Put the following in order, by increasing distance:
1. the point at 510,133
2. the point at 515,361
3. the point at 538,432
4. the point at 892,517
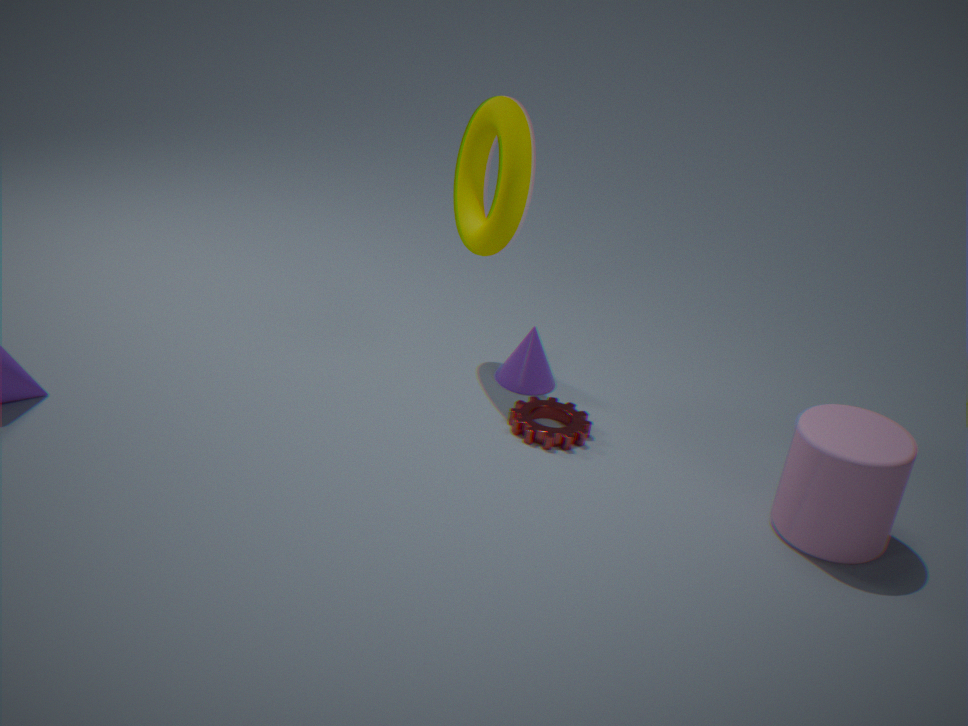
the point at 892,517 < the point at 510,133 < the point at 538,432 < the point at 515,361
